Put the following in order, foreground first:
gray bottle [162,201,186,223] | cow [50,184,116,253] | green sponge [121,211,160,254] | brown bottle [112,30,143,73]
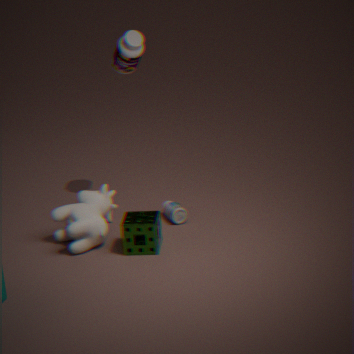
1. green sponge [121,211,160,254]
2. cow [50,184,116,253]
3. gray bottle [162,201,186,223]
4. brown bottle [112,30,143,73]
